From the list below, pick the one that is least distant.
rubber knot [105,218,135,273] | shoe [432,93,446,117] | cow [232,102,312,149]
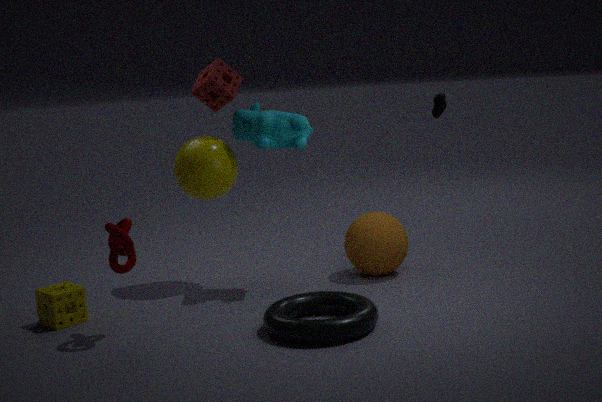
rubber knot [105,218,135,273]
